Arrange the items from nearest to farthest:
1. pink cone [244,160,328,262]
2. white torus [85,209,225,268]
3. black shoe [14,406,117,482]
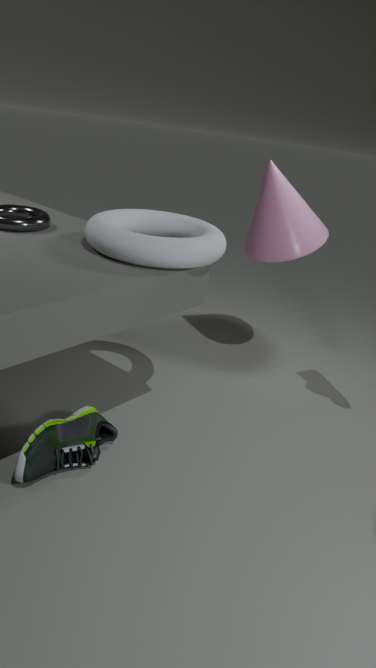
black shoe [14,406,117,482] < white torus [85,209,225,268] < pink cone [244,160,328,262]
